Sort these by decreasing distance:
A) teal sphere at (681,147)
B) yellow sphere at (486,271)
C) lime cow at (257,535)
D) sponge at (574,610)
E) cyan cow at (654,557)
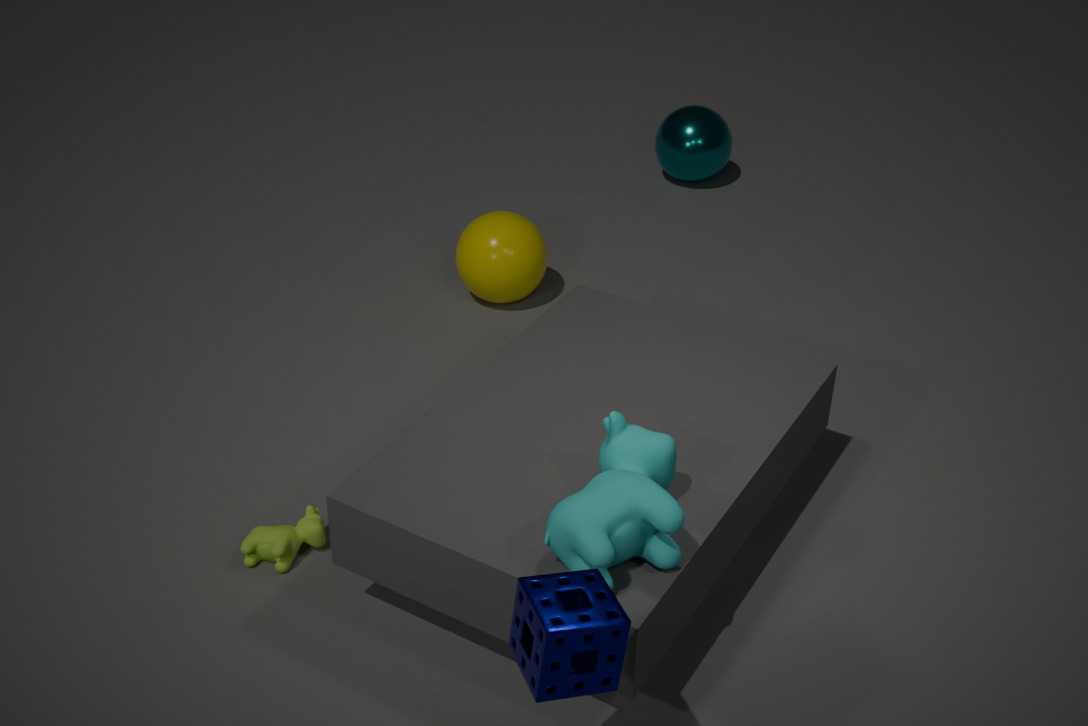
1. teal sphere at (681,147)
2. yellow sphere at (486,271)
3. lime cow at (257,535)
4. cyan cow at (654,557)
5. sponge at (574,610)
